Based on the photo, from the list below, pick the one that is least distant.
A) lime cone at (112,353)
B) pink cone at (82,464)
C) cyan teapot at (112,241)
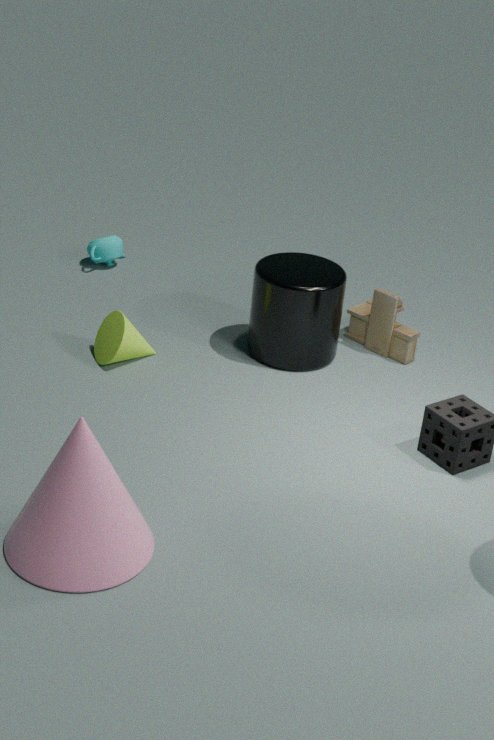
pink cone at (82,464)
